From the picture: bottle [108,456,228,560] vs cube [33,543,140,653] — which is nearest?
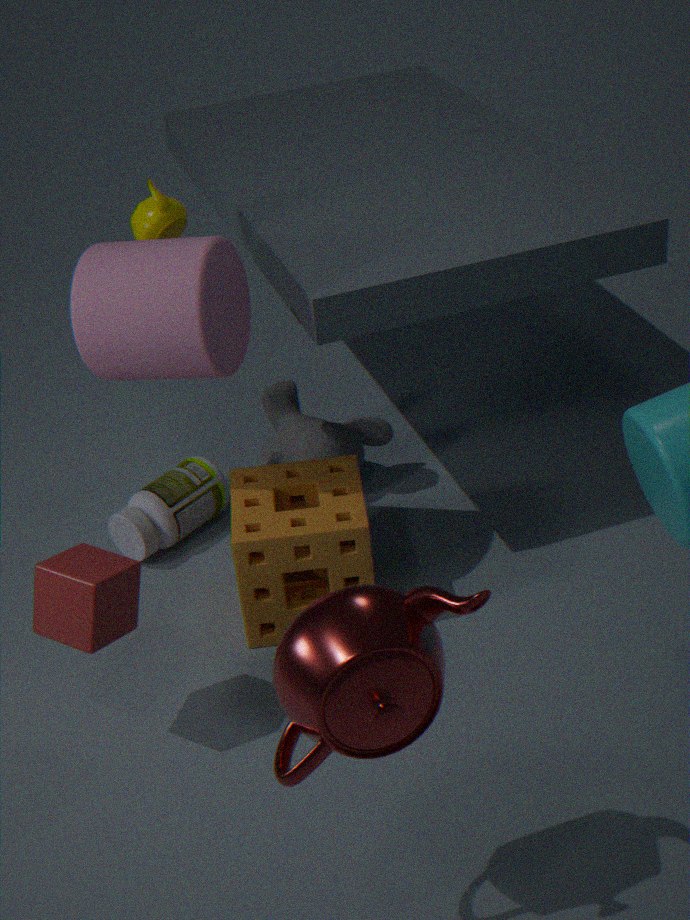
cube [33,543,140,653]
